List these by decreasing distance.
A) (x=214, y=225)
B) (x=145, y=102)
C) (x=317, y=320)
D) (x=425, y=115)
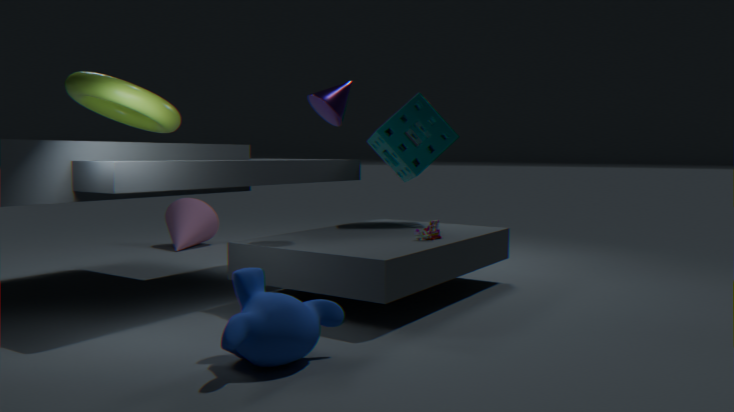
(x=214, y=225) → (x=425, y=115) → (x=145, y=102) → (x=317, y=320)
